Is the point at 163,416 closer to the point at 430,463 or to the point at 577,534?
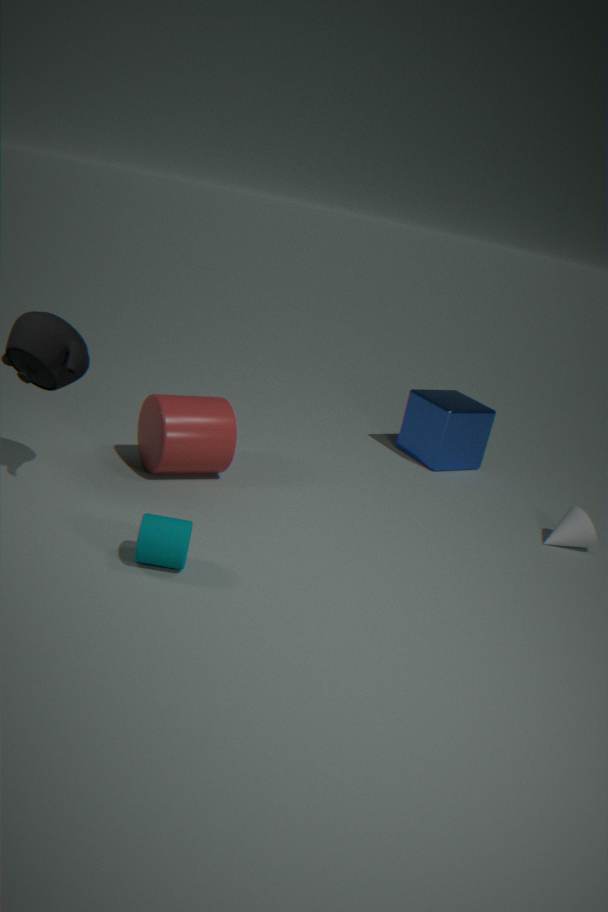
the point at 430,463
